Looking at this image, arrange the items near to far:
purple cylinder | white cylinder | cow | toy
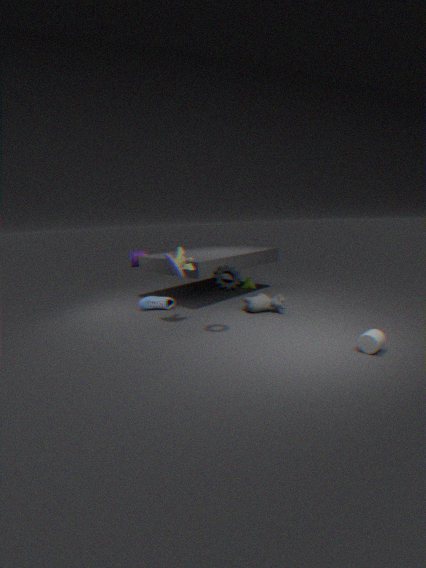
white cylinder < toy < cow < purple cylinder
